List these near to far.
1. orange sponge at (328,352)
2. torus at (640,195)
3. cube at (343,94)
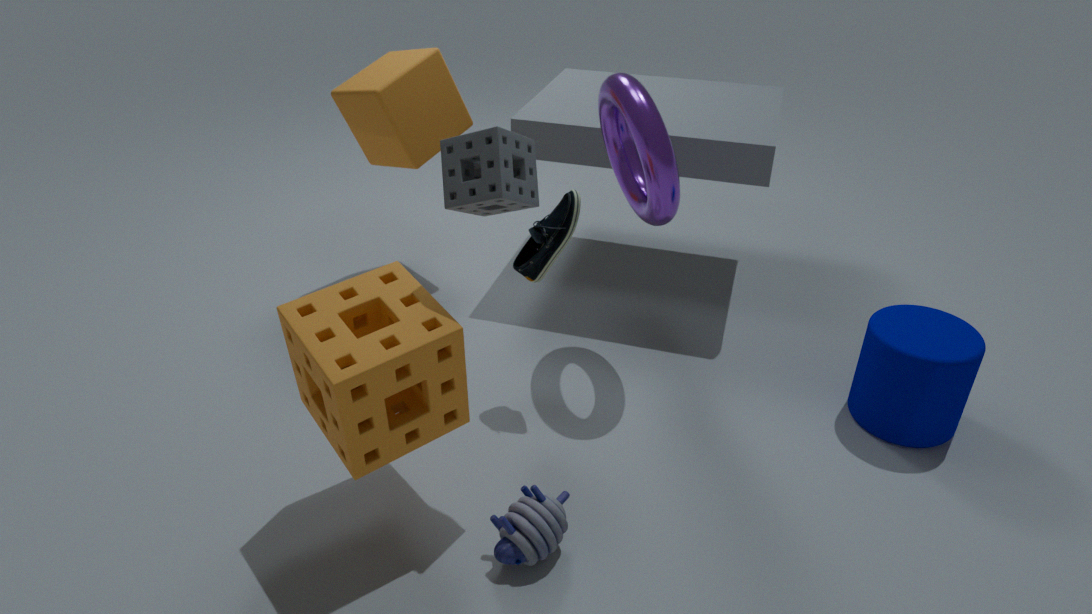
orange sponge at (328,352) < torus at (640,195) < cube at (343,94)
